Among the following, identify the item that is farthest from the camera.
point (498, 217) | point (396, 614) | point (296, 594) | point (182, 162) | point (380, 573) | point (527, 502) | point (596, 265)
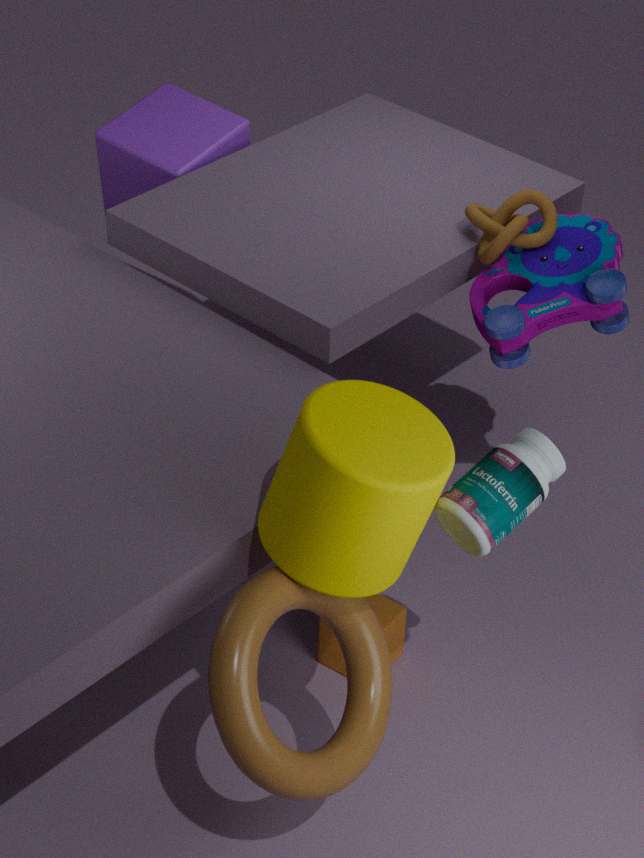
point (182, 162)
